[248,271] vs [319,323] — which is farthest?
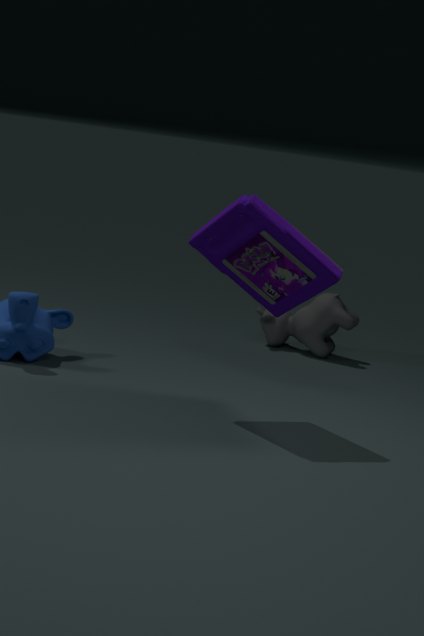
[319,323]
